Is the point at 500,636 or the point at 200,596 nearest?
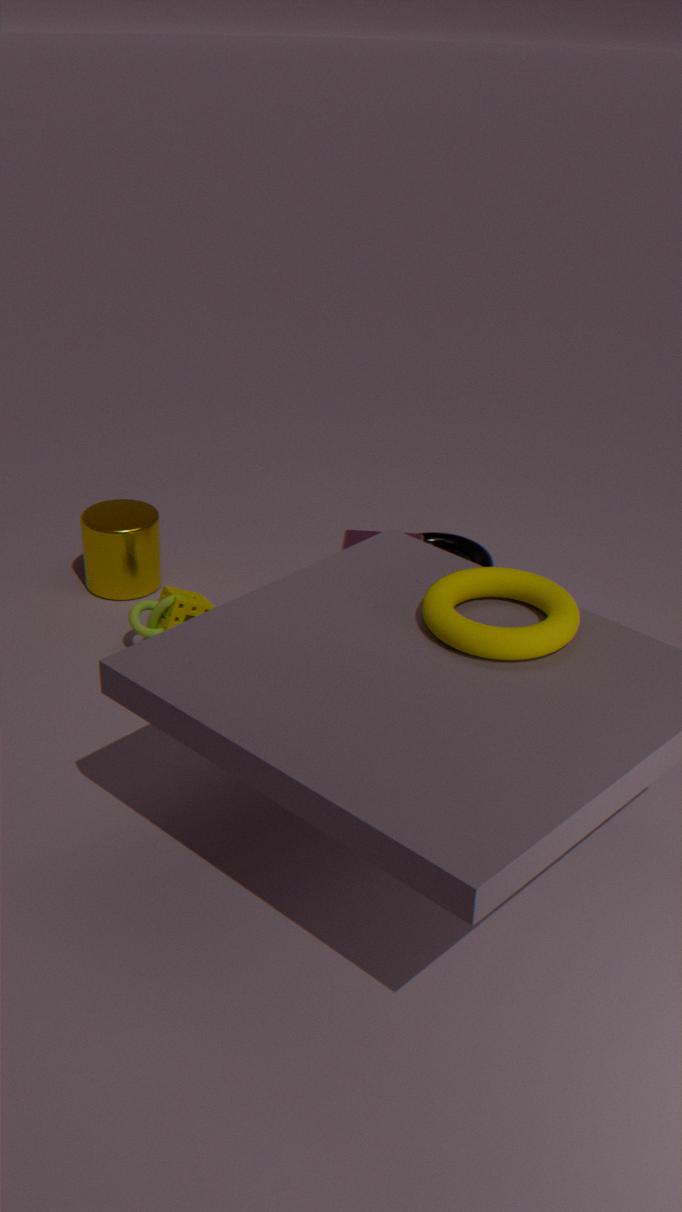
the point at 500,636
